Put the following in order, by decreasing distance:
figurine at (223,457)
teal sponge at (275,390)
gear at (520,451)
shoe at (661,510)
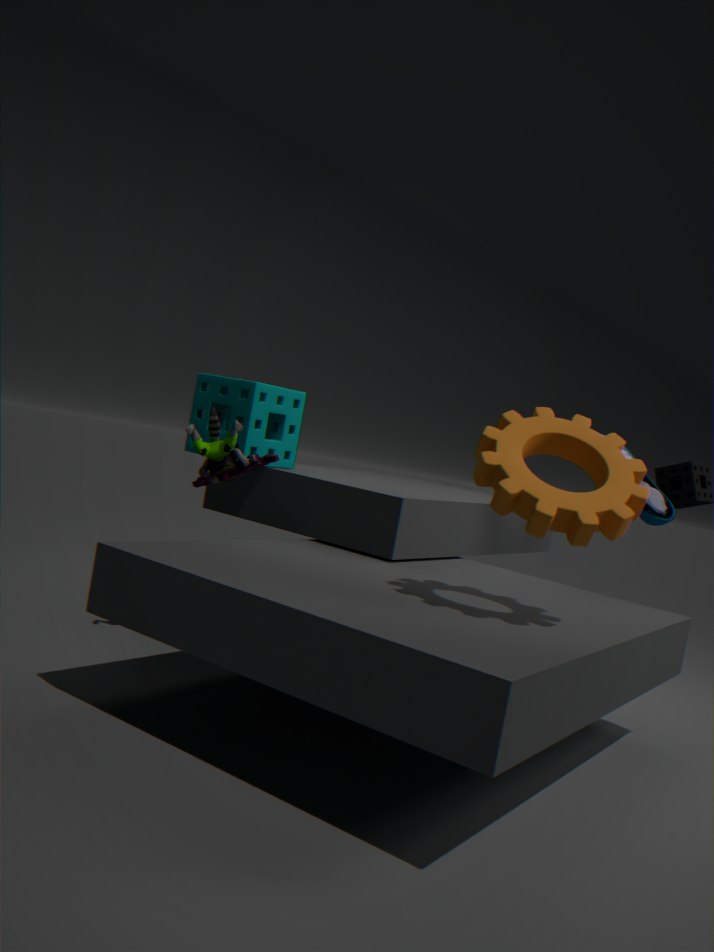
shoe at (661,510), teal sponge at (275,390), figurine at (223,457), gear at (520,451)
